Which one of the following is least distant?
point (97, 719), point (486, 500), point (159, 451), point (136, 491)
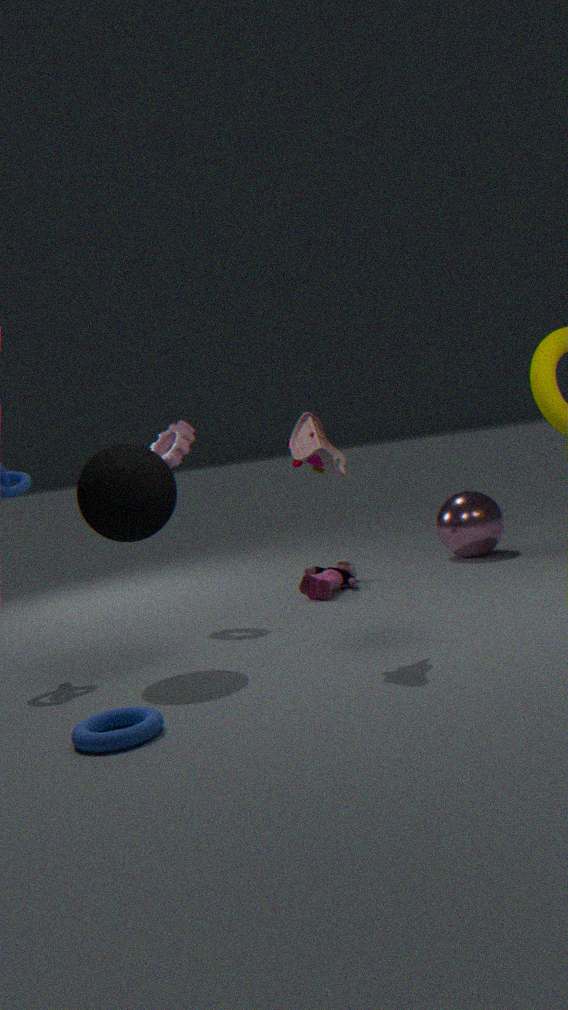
point (97, 719)
